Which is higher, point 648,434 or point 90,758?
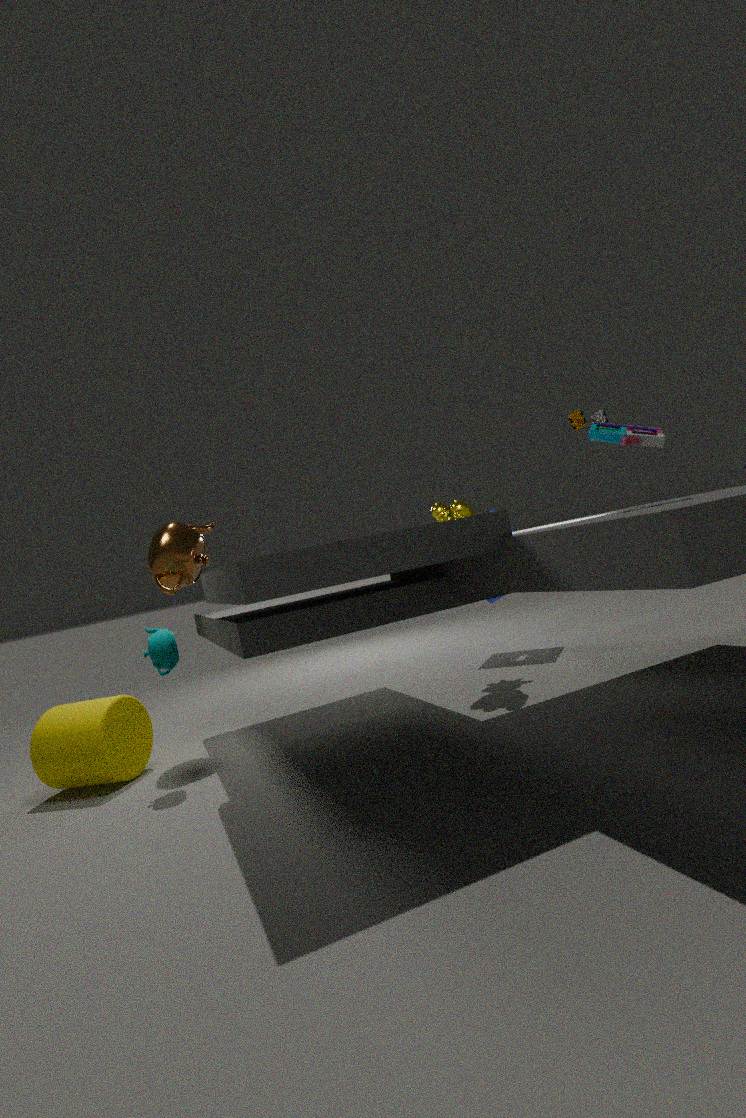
point 648,434
